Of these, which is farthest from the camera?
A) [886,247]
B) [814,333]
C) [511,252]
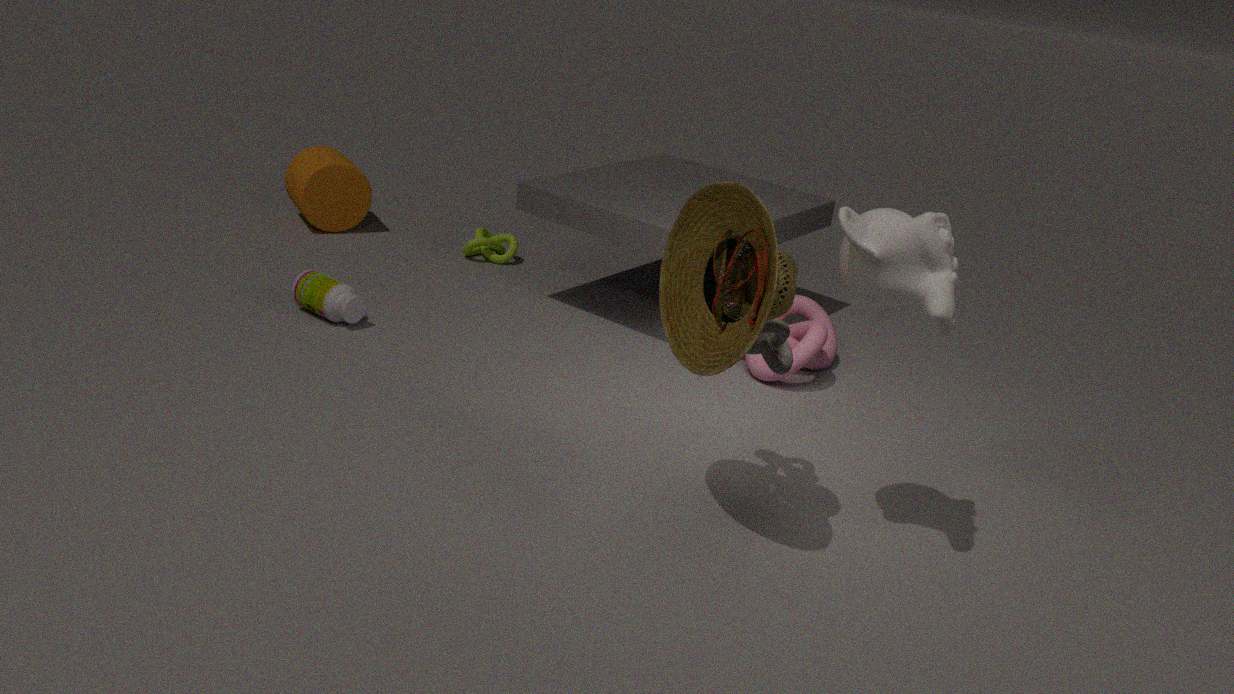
[511,252]
